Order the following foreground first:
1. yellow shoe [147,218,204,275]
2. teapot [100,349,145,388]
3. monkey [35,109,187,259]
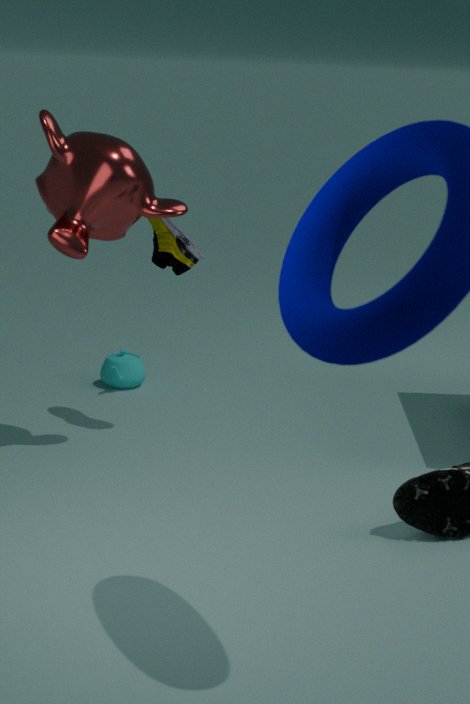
monkey [35,109,187,259]
yellow shoe [147,218,204,275]
teapot [100,349,145,388]
